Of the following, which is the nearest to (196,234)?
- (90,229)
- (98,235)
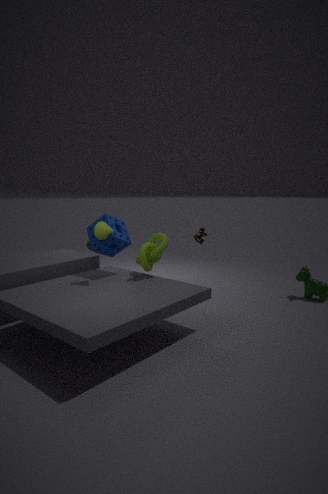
(90,229)
